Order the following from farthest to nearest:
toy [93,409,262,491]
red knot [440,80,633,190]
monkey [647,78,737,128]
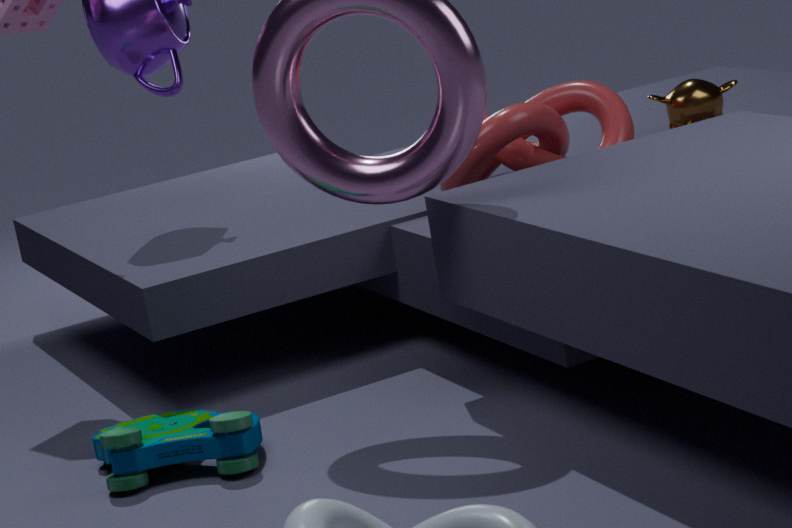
monkey [647,78,737,128] → red knot [440,80,633,190] → toy [93,409,262,491]
